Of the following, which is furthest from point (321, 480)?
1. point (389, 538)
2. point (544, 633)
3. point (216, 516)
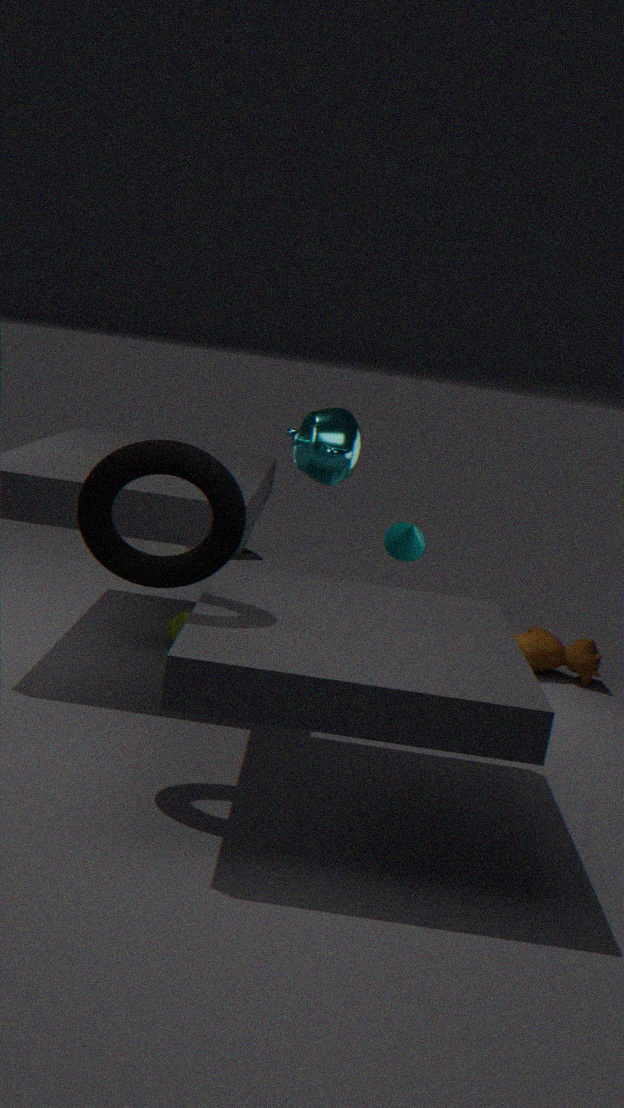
point (544, 633)
